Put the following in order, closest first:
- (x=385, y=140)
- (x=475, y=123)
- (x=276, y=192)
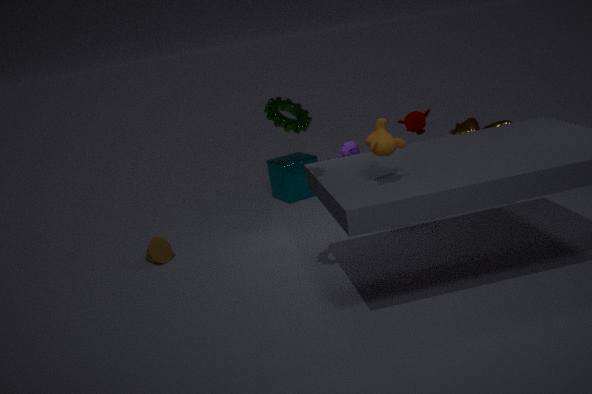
(x=385, y=140) < (x=475, y=123) < (x=276, y=192)
